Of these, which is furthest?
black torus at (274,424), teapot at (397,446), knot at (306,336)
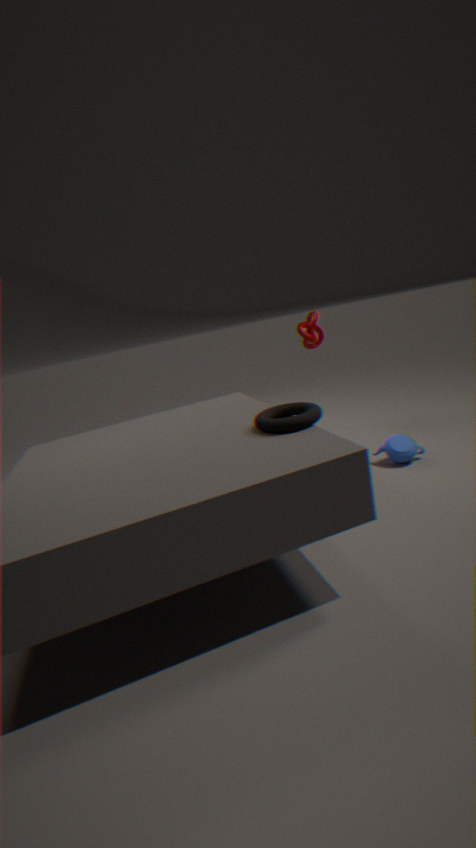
knot at (306,336)
